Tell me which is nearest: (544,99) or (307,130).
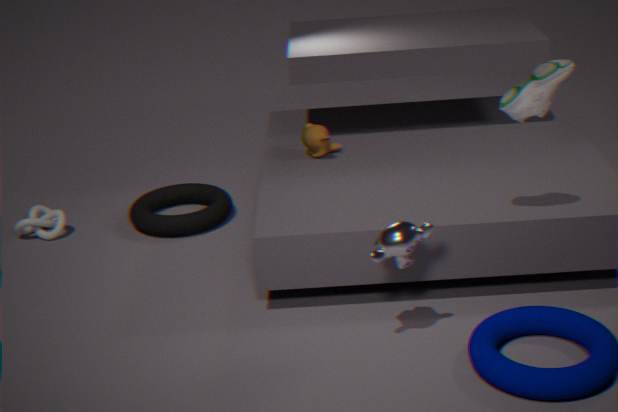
(544,99)
